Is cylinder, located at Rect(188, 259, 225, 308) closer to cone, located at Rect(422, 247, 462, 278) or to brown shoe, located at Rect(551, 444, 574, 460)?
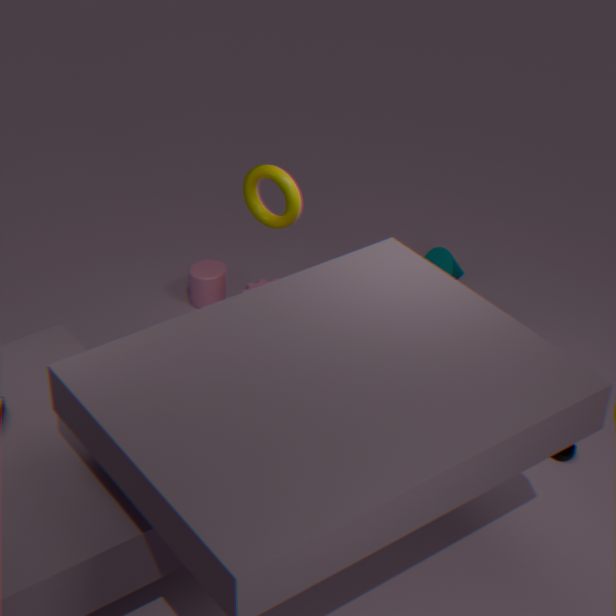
cone, located at Rect(422, 247, 462, 278)
